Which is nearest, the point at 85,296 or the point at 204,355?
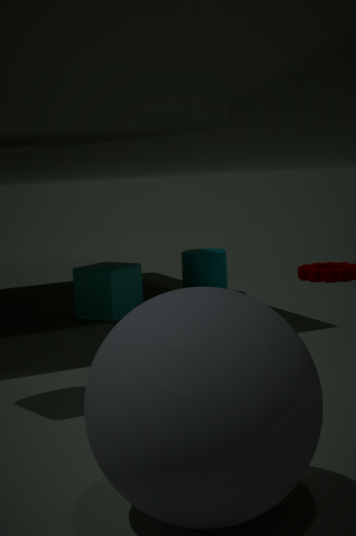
the point at 204,355
